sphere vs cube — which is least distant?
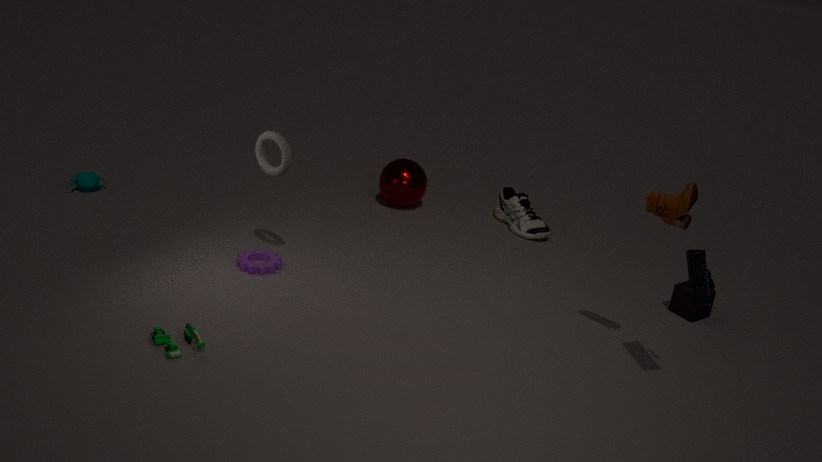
cube
